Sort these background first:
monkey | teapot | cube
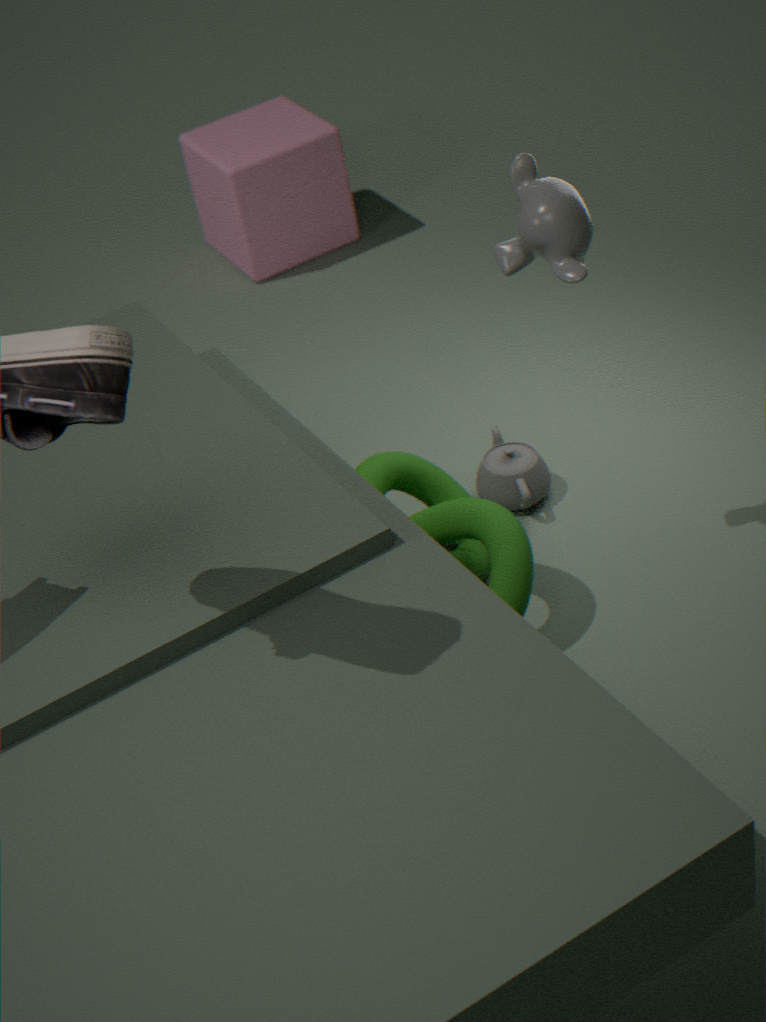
1. cube
2. teapot
3. monkey
